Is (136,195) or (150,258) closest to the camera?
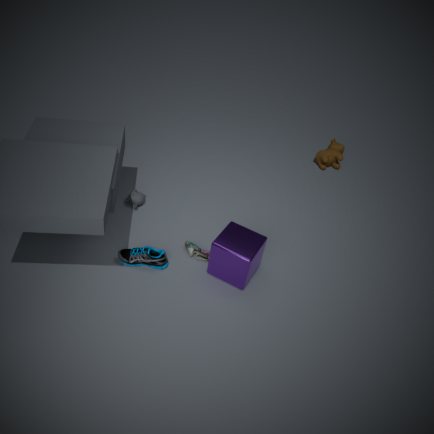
(150,258)
